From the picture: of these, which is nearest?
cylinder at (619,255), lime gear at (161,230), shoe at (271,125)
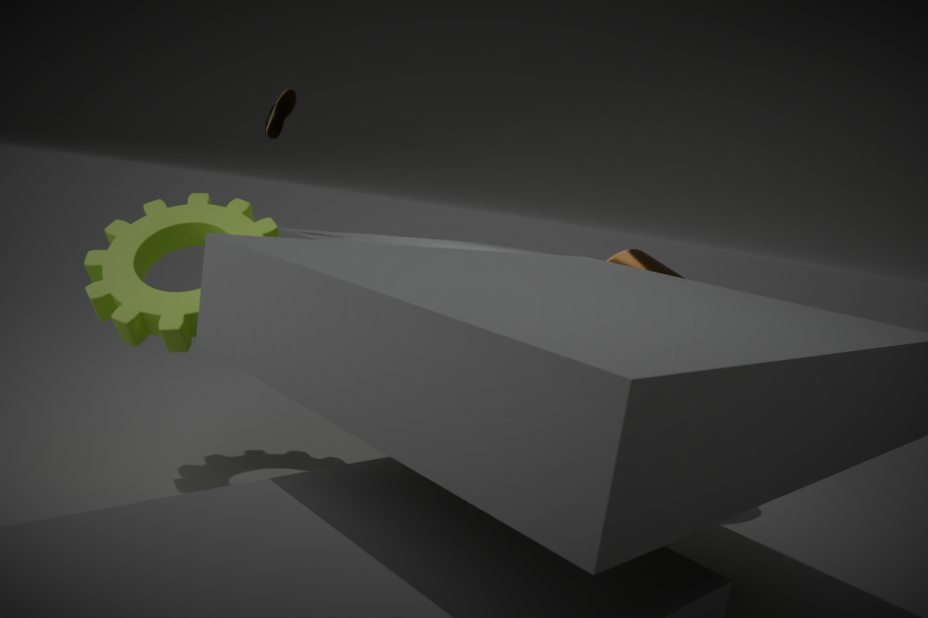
lime gear at (161,230)
